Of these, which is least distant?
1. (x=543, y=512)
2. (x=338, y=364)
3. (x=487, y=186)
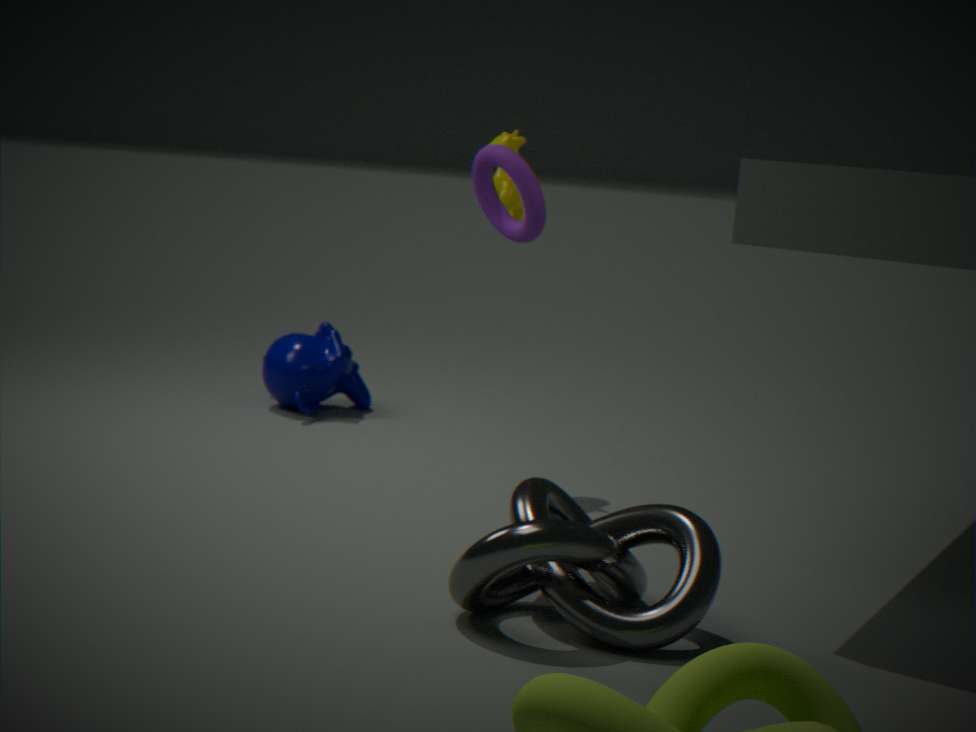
(x=543, y=512)
